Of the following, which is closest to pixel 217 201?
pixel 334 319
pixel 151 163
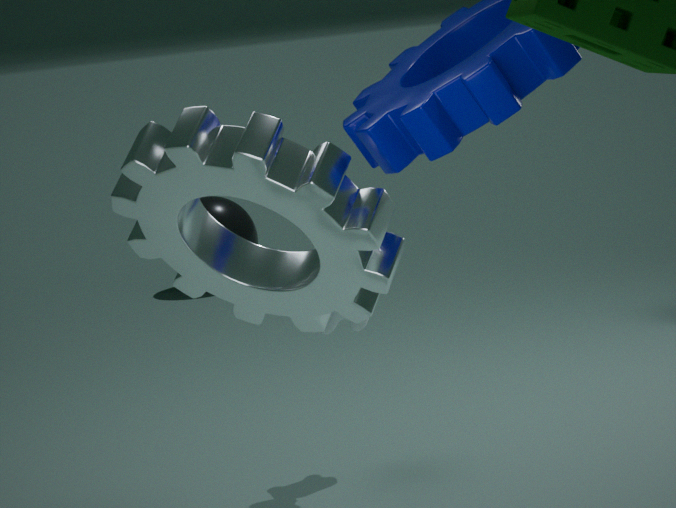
pixel 334 319
